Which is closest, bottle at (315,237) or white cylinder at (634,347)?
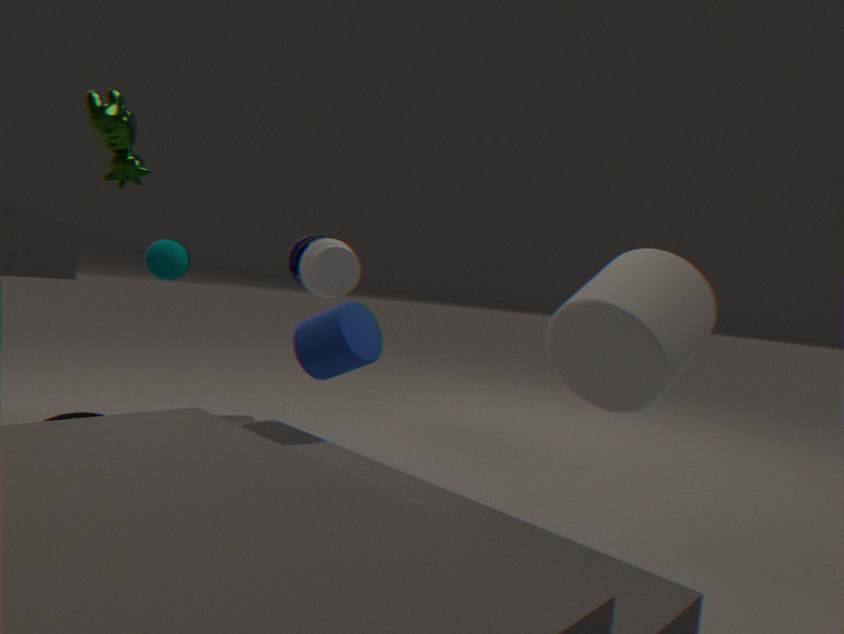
white cylinder at (634,347)
